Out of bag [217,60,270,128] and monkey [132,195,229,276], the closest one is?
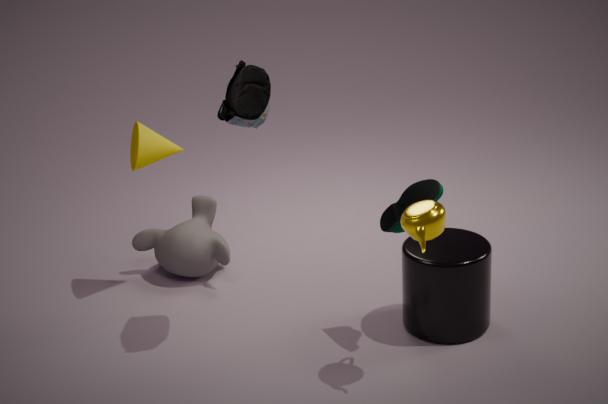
bag [217,60,270,128]
